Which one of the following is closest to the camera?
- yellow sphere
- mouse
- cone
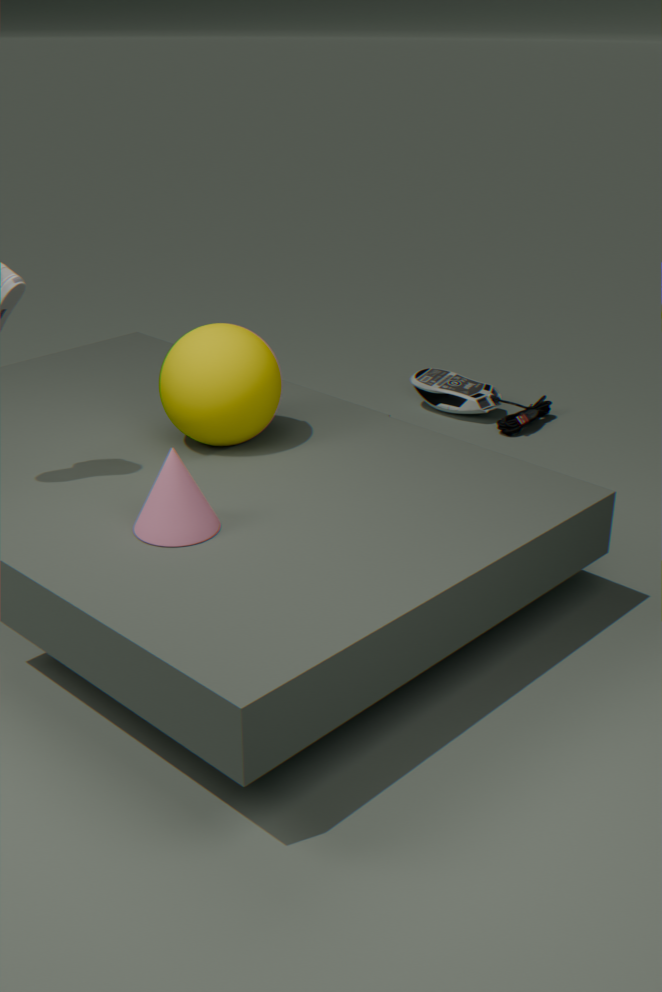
cone
